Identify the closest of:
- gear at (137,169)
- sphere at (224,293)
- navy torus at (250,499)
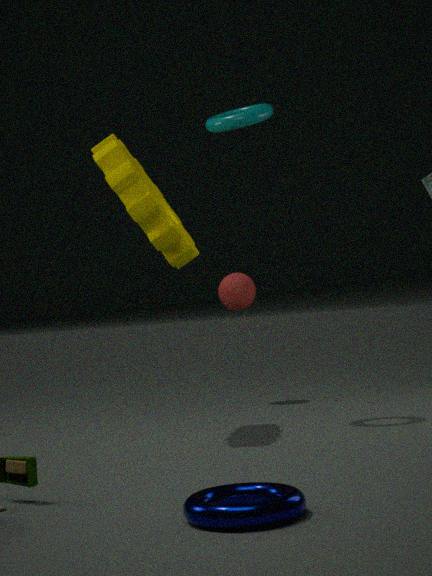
navy torus at (250,499)
